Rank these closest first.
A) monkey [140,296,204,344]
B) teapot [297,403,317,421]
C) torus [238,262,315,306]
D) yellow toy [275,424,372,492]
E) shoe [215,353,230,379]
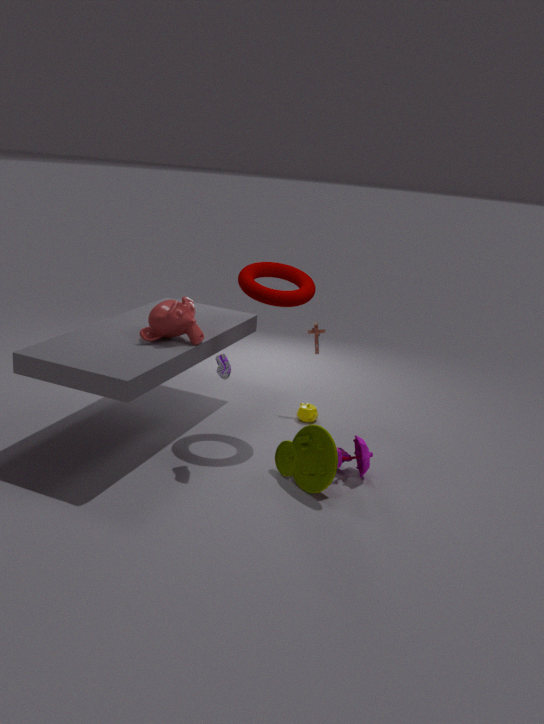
yellow toy [275,424,372,492]
shoe [215,353,230,379]
torus [238,262,315,306]
monkey [140,296,204,344]
teapot [297,403,317,421]
